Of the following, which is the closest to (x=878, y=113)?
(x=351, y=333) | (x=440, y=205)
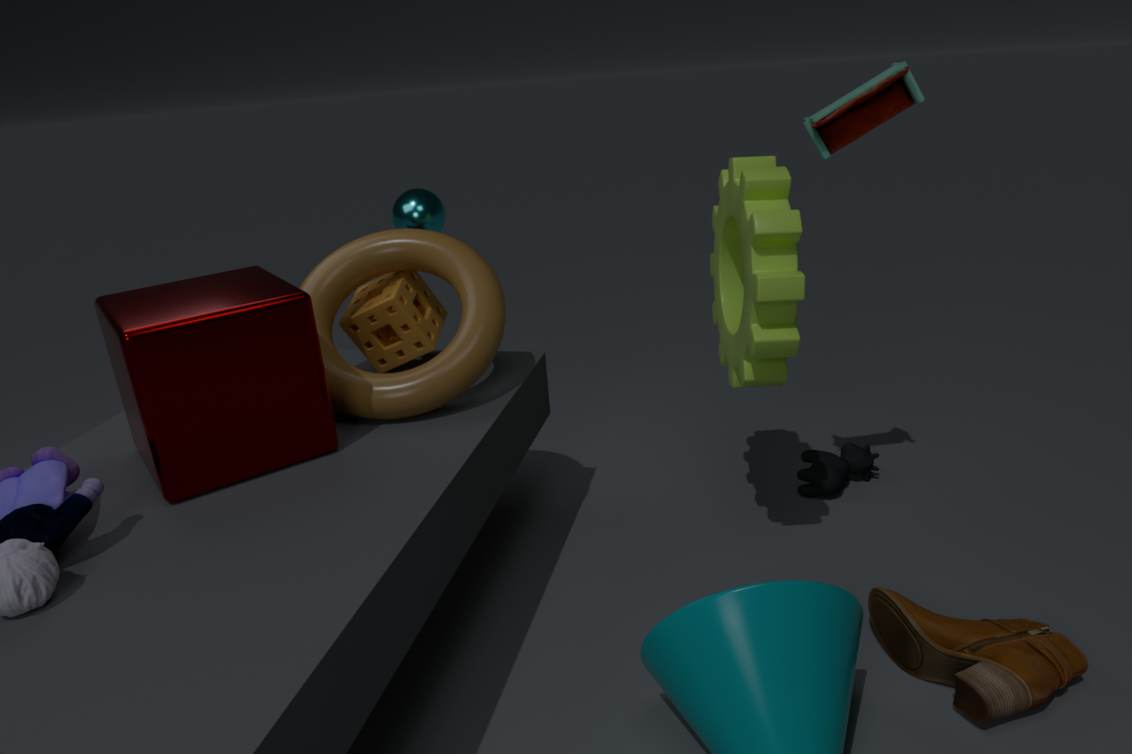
(x=351, y=333)
